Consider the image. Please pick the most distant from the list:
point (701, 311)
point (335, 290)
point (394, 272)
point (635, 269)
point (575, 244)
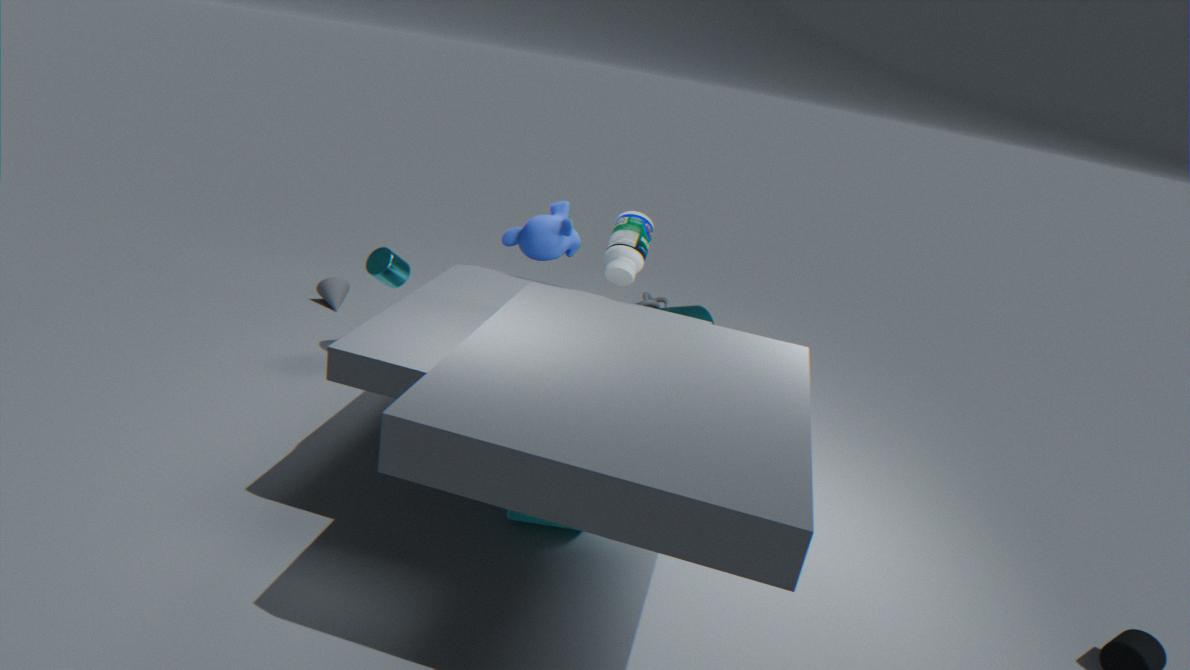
point (701, 311)
